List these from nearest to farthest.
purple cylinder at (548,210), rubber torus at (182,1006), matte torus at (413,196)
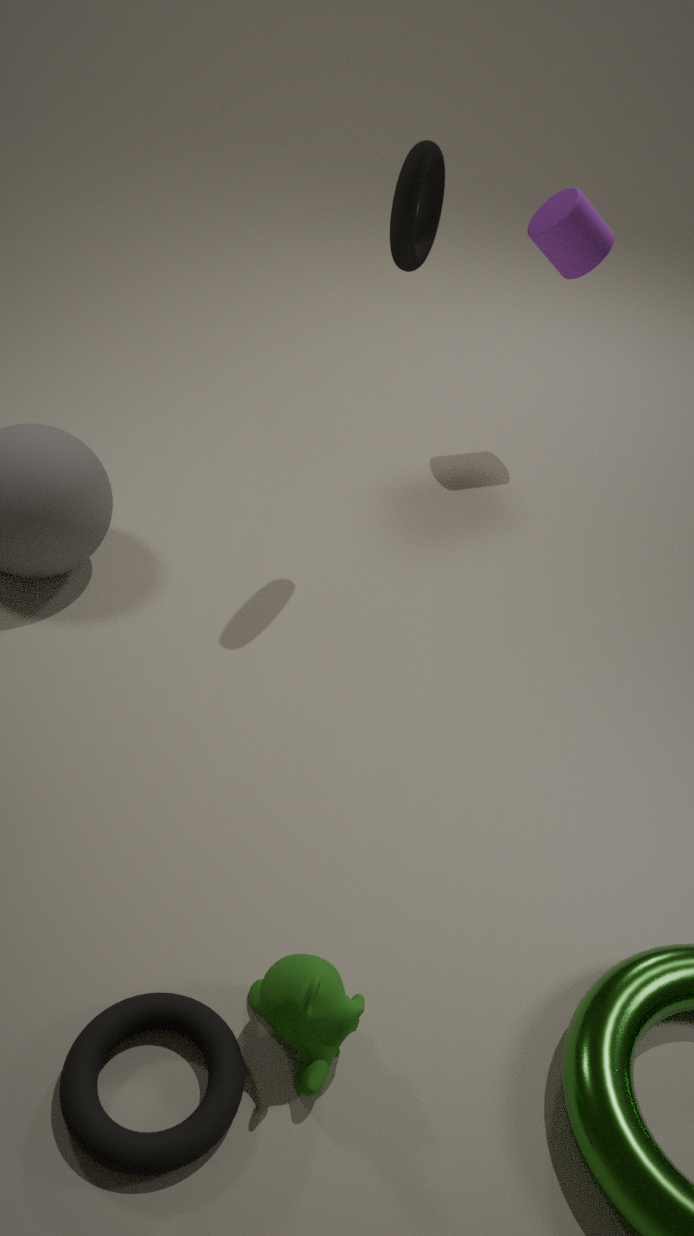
rubber torus at (182,1006), matte torus at (413,196), purple cylinder at (548,210)
